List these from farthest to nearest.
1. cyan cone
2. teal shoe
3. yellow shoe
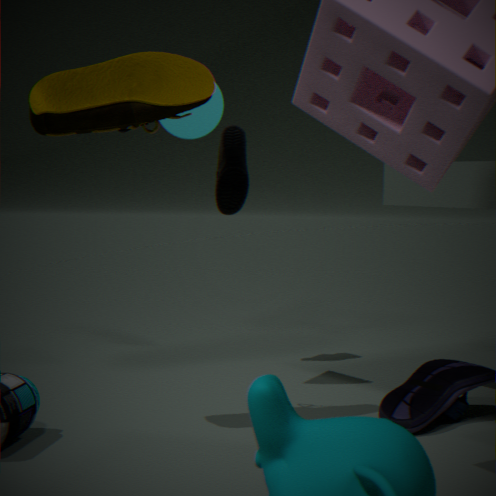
teal shoe → cyan cone → yellow shoe
